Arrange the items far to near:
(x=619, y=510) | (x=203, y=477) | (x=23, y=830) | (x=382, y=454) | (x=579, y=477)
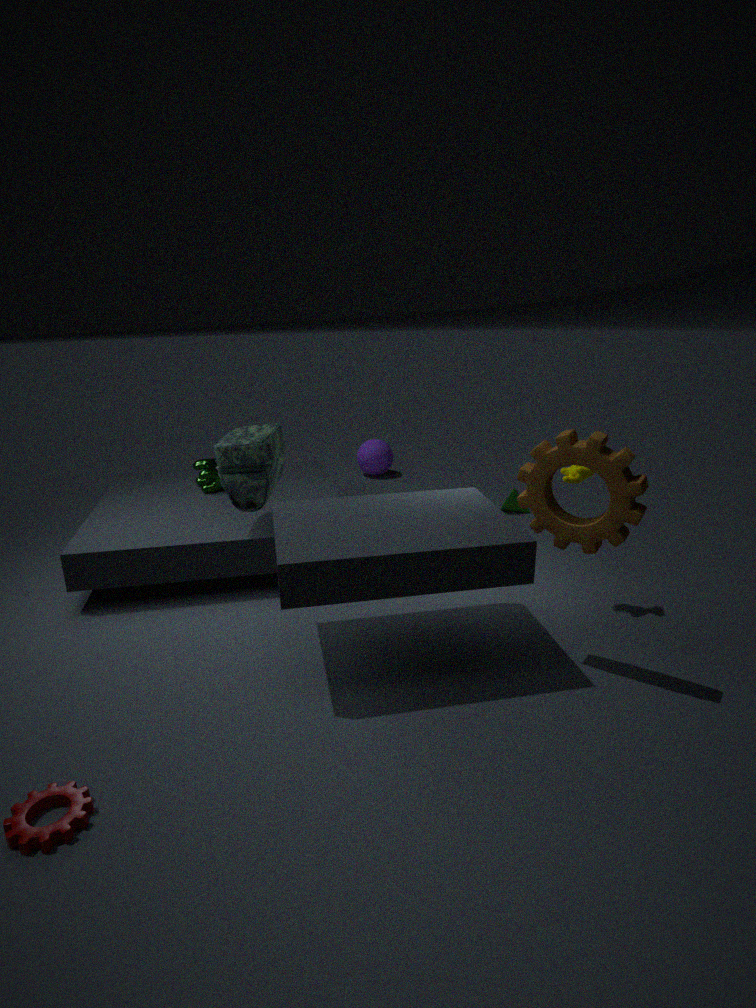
1. (x=382, y=454)
2. (x=203, y=477)
3. (x=579, y=477)
4. (x=619, y=510)
5. (x=23, y=830)
